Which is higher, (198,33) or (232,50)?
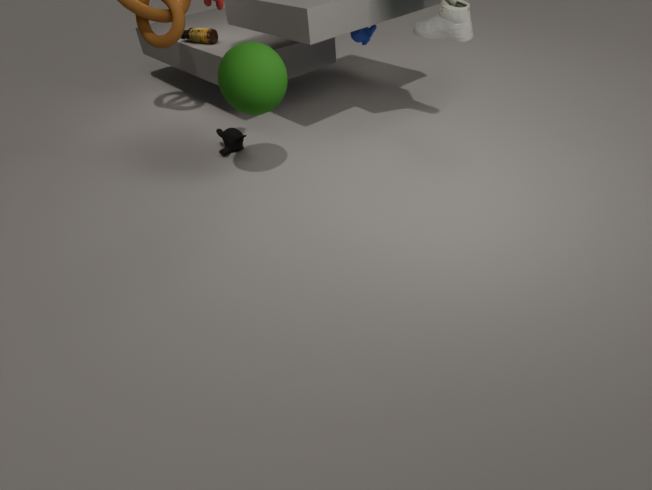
(232,50)
